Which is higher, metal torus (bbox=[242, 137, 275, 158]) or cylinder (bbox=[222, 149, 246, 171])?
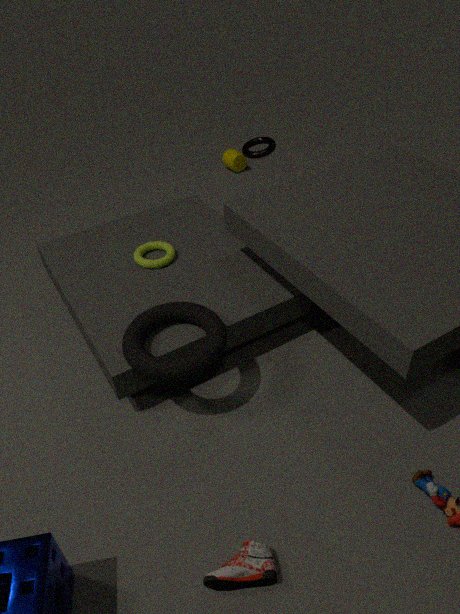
metal torus (bbox=[242, 137, 275, 158])
